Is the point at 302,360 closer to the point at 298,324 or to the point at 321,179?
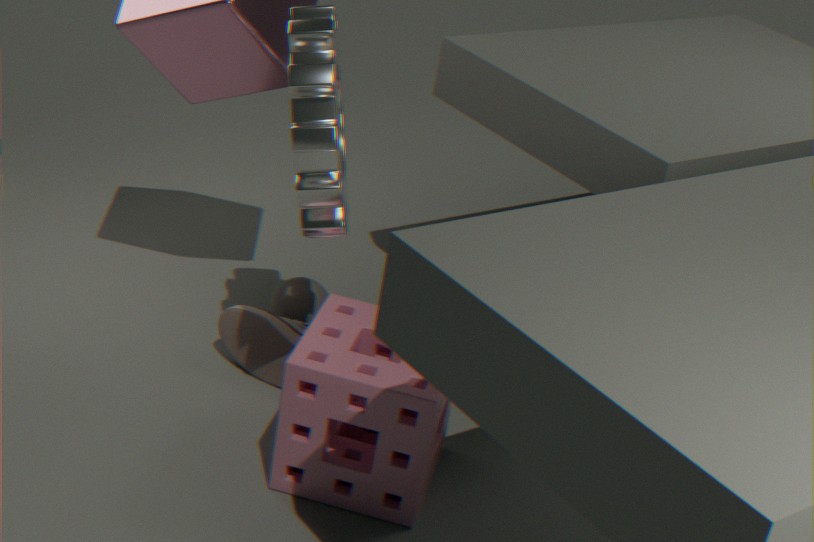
the point at 298,324
